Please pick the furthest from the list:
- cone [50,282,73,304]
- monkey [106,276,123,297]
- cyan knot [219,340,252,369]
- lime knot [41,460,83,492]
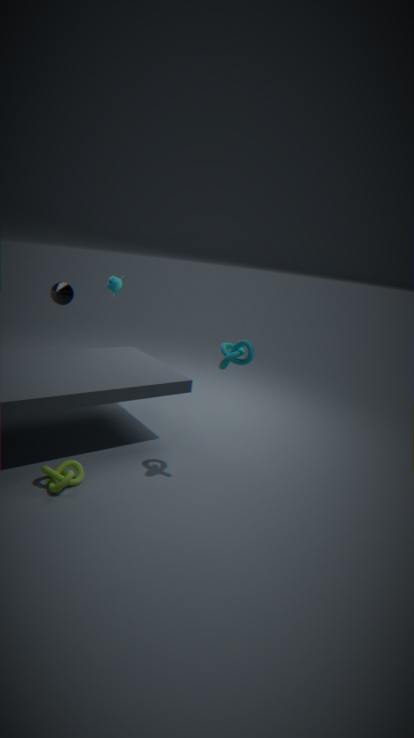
monkey [106,276,123,297]
